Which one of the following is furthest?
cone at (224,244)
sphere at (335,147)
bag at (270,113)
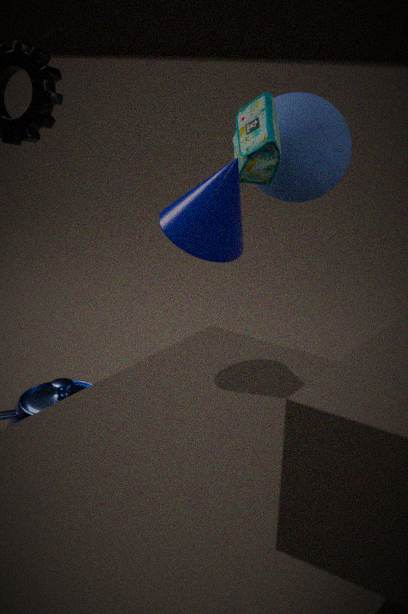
sphere at (335,147)
